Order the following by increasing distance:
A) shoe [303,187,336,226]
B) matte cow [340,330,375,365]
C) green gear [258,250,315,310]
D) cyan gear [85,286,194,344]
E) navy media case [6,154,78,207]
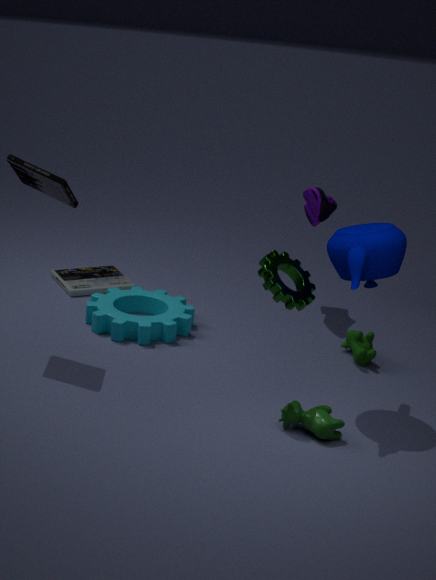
green gear [258,250,315,310], navy media case [6,154,78,207], matte cow [340,330,375,365], cyan gear [85,286,194,344], shoe [303,187,336,226]
